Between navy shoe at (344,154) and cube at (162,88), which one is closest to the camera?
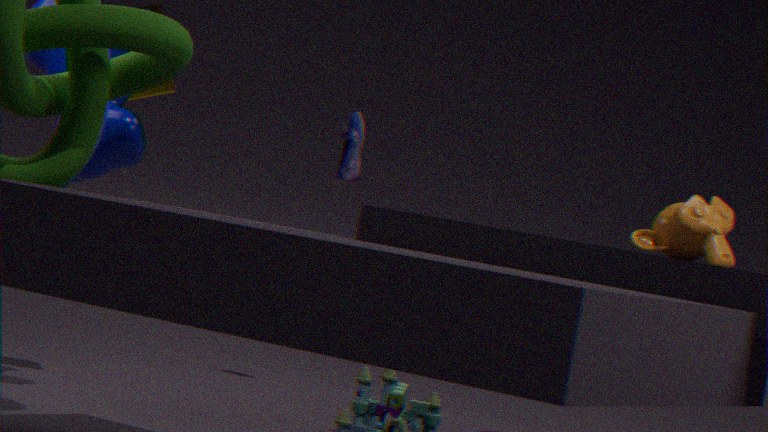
cube at (162,88)
